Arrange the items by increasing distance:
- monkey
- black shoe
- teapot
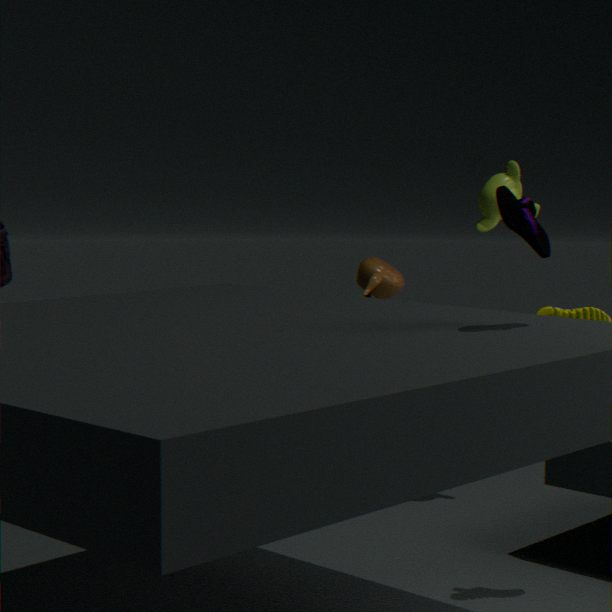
black shoe → monkey → teapot
